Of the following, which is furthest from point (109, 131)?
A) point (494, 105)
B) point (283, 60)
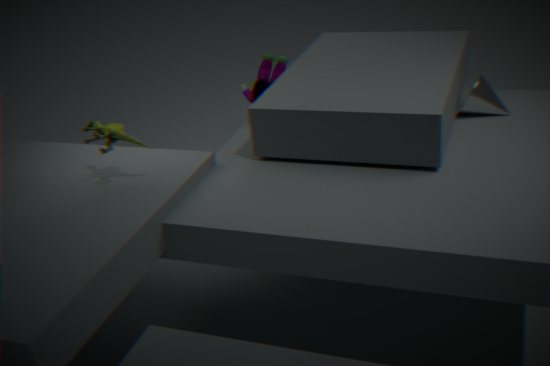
point (494, 105)
